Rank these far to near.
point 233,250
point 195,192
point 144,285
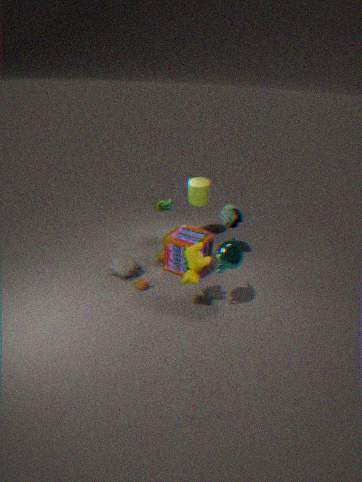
point 195,192
point 144,285
point 233,250
